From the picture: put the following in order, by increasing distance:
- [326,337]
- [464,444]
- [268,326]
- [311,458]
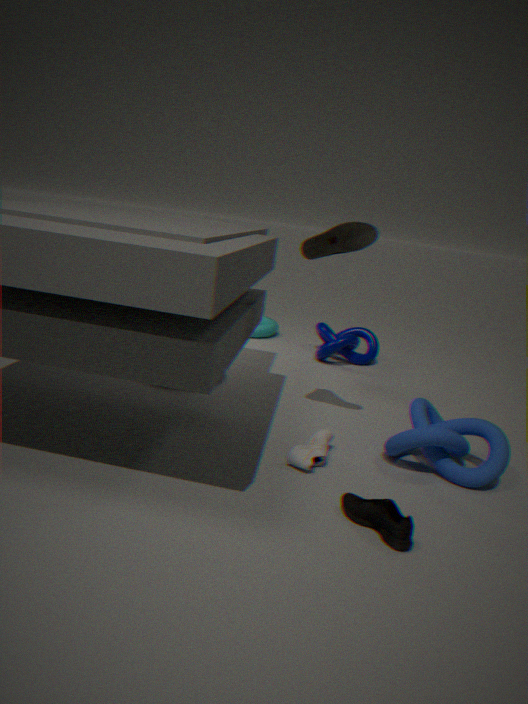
[311,458], [464,444], [326,337], [268,326]
